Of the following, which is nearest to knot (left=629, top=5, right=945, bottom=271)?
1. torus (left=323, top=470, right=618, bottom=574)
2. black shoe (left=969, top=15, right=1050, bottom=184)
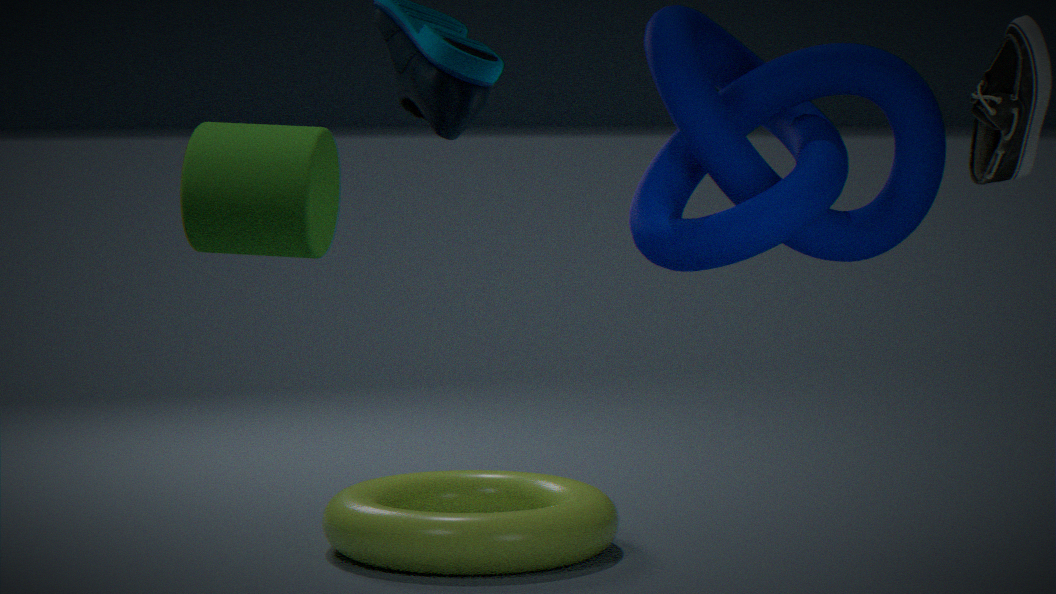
black shoe (left=969, top=15, right=1050, bottom=184)
